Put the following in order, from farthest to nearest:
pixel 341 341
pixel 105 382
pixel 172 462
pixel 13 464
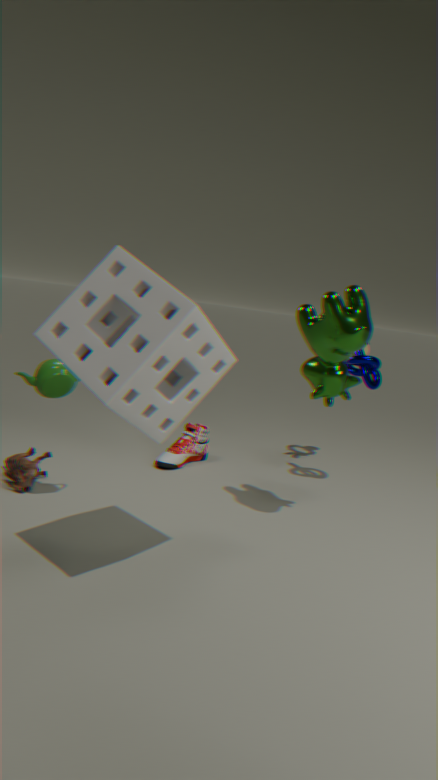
pixel 172 462
pixel 13 464
pixel 341 341
pixel 105 382
